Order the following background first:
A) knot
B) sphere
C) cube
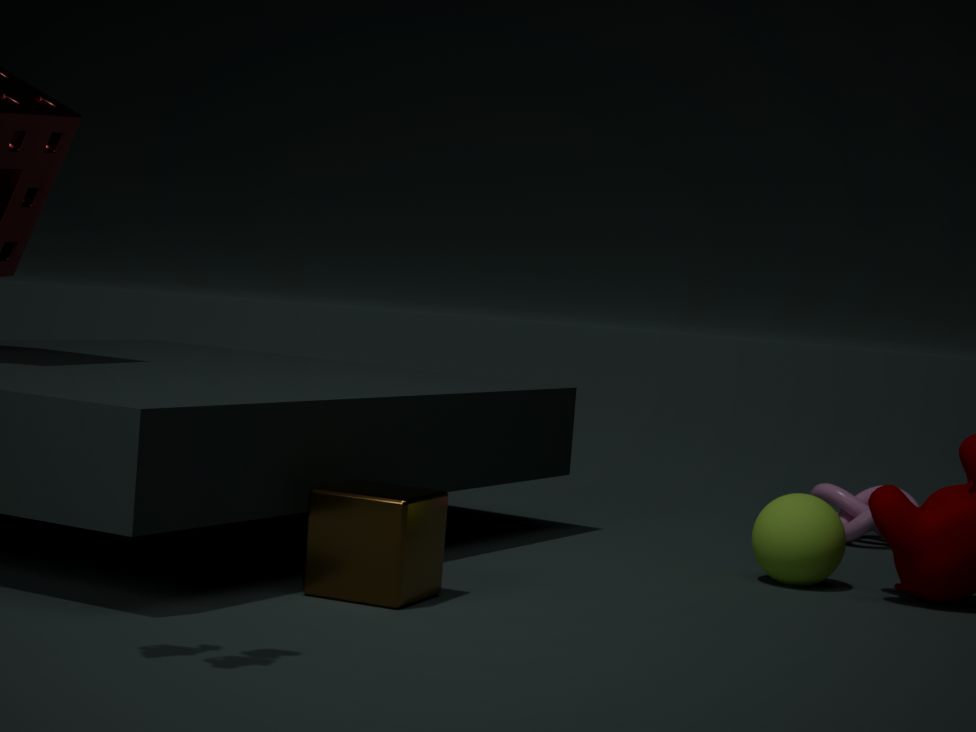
knot, sphere, cube
